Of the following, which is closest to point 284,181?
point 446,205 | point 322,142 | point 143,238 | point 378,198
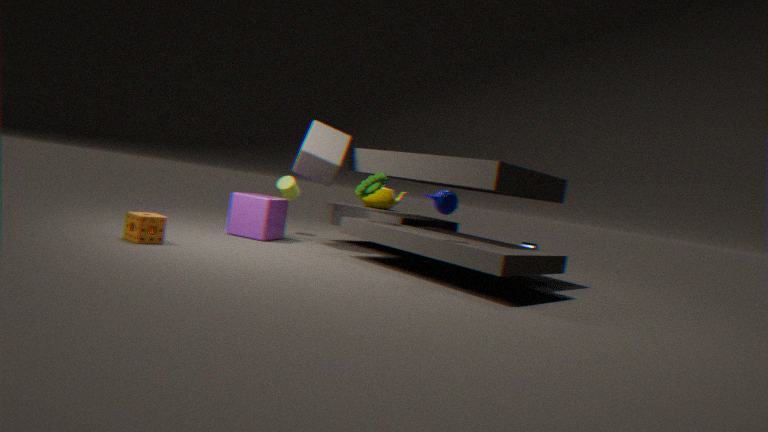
point 322,142
